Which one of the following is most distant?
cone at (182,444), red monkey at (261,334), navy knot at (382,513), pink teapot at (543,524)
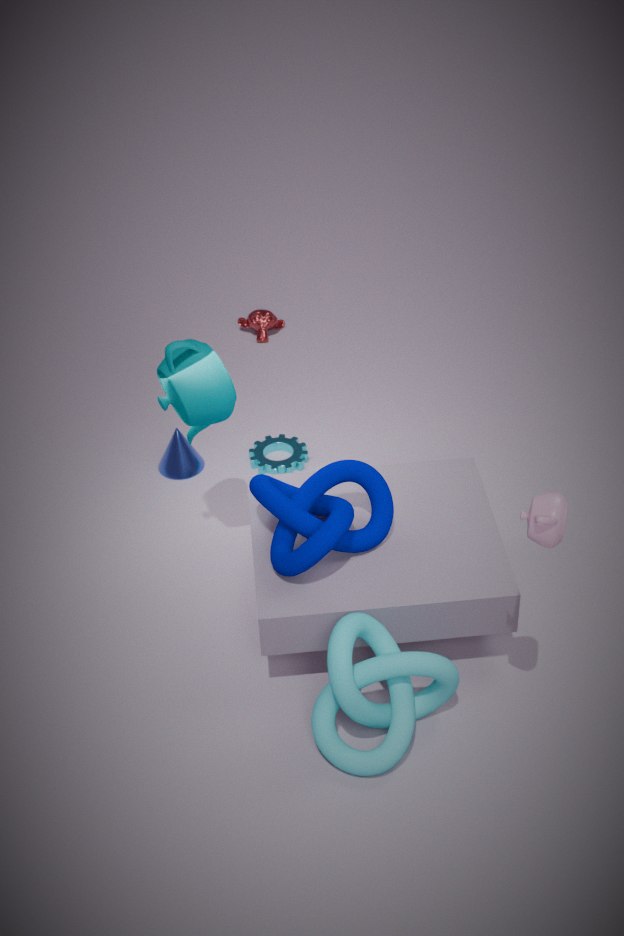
red monkey at (261,334)
